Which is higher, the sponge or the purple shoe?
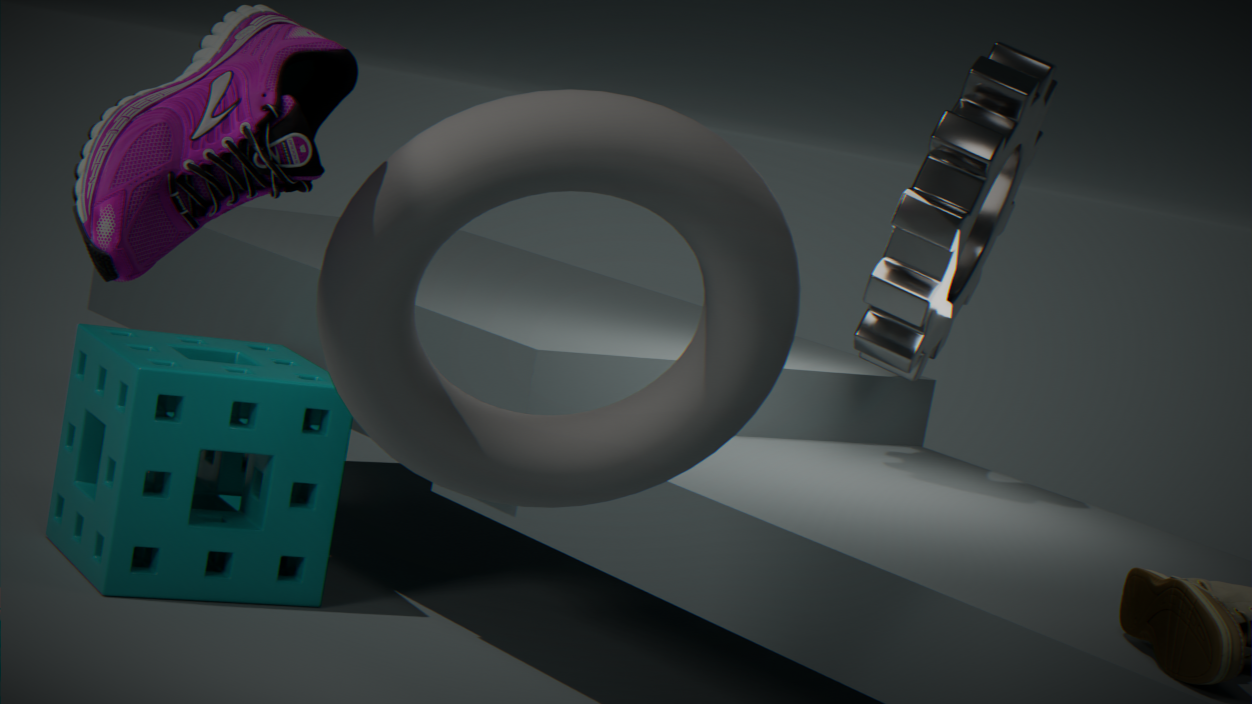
the purple shoe
